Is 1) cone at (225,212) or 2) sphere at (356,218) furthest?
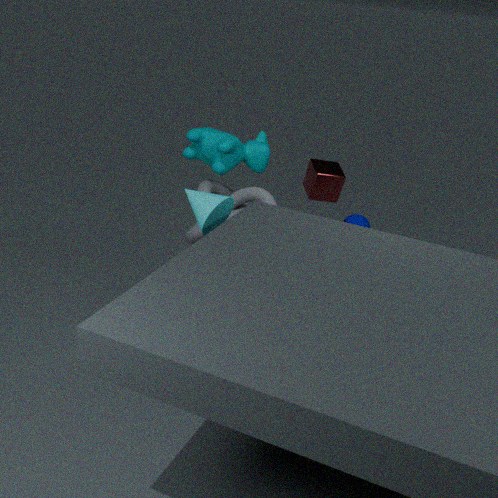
2. sphere at (356,218)
